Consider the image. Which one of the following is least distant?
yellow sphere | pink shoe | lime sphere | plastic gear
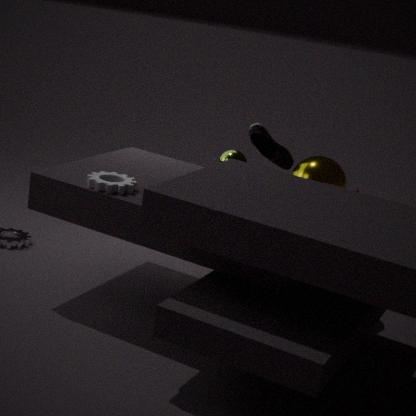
plastic gear
